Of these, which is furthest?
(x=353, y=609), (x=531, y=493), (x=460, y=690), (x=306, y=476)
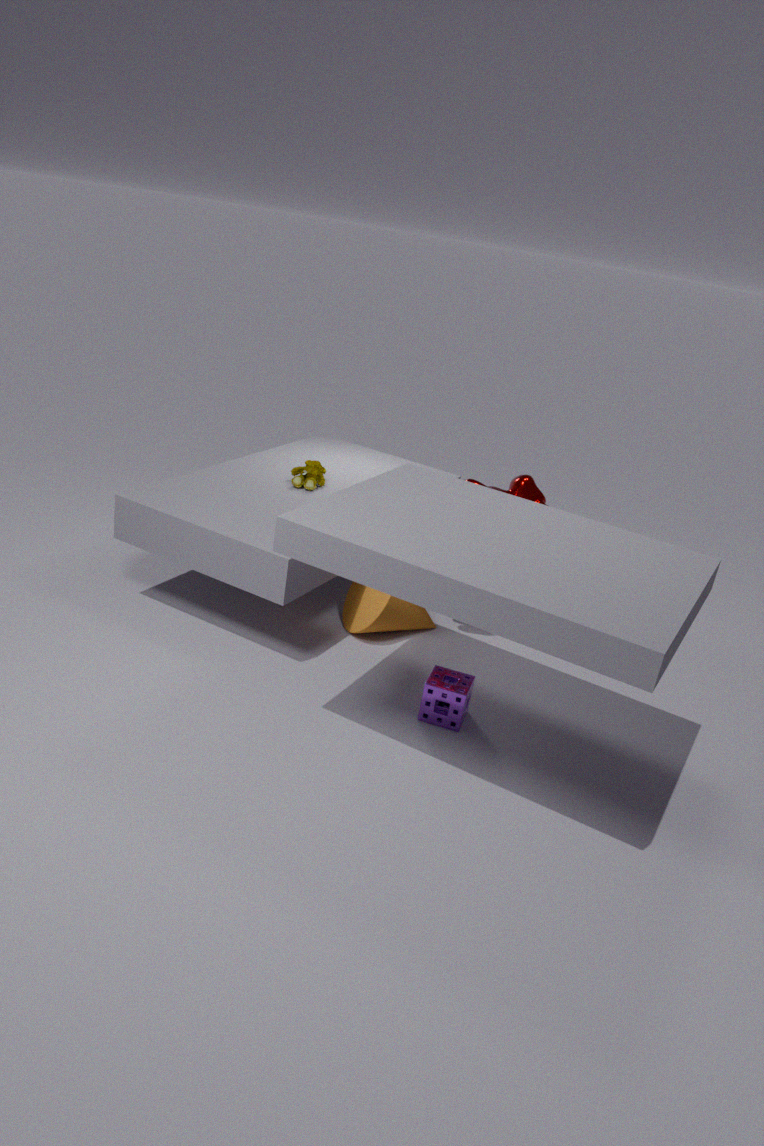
(x=306, y=476)
